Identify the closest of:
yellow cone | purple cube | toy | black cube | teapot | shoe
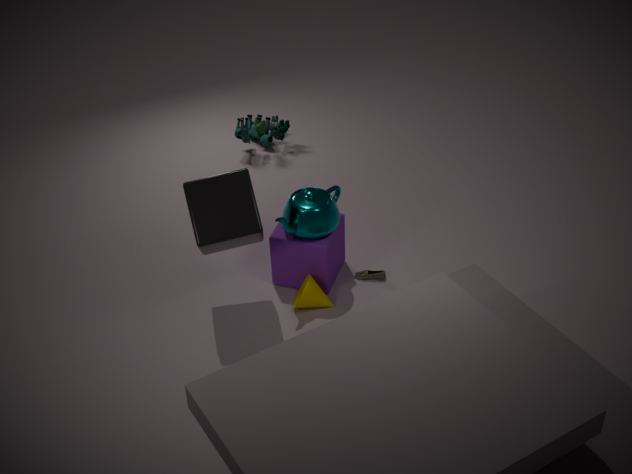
black cube
